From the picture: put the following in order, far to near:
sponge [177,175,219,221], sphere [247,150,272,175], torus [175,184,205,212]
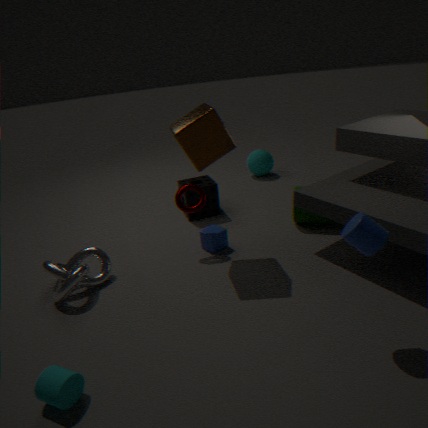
sphere [247,150,272,175]
sponge [177,175,219,221]
torus [175,184,205,212]
